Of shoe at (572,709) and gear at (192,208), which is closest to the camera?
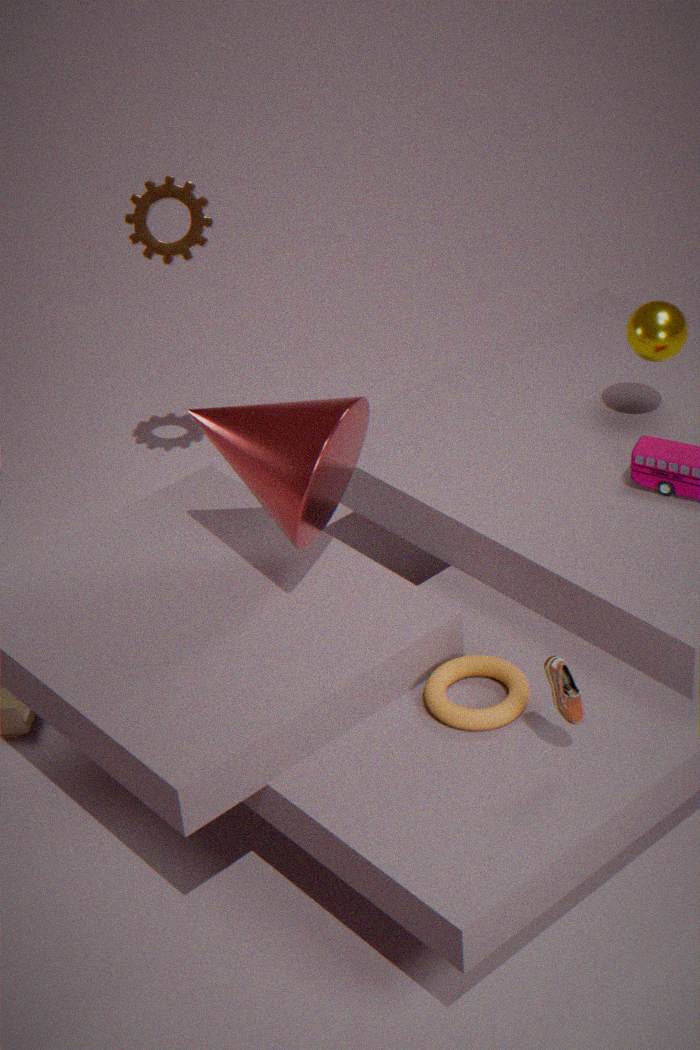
shoe at (572,709)
